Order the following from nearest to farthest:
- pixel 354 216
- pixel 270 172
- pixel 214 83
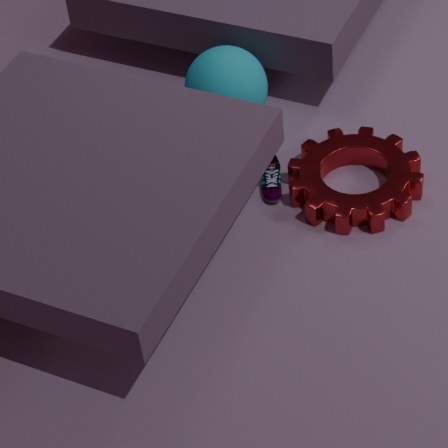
pixel 354 216 < pixel 270 172 < pixel 214 83
